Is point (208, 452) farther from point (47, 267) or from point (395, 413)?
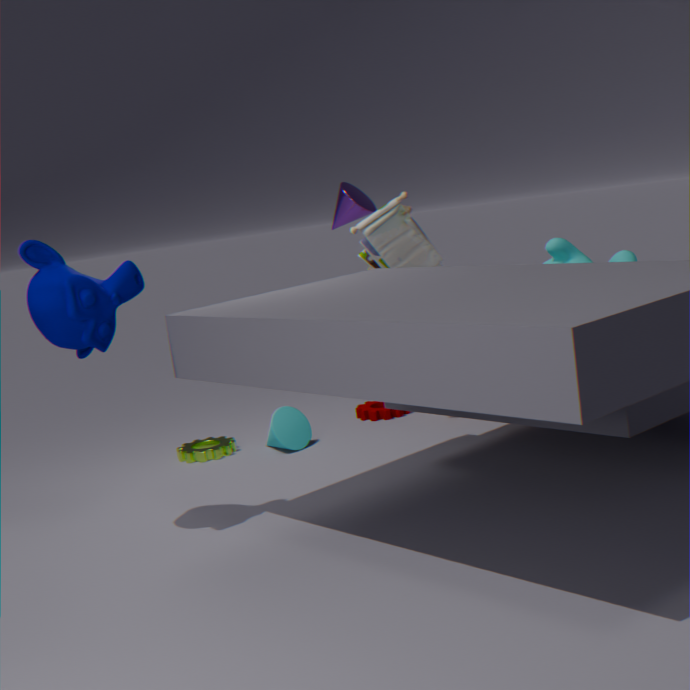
point (47, 267)
